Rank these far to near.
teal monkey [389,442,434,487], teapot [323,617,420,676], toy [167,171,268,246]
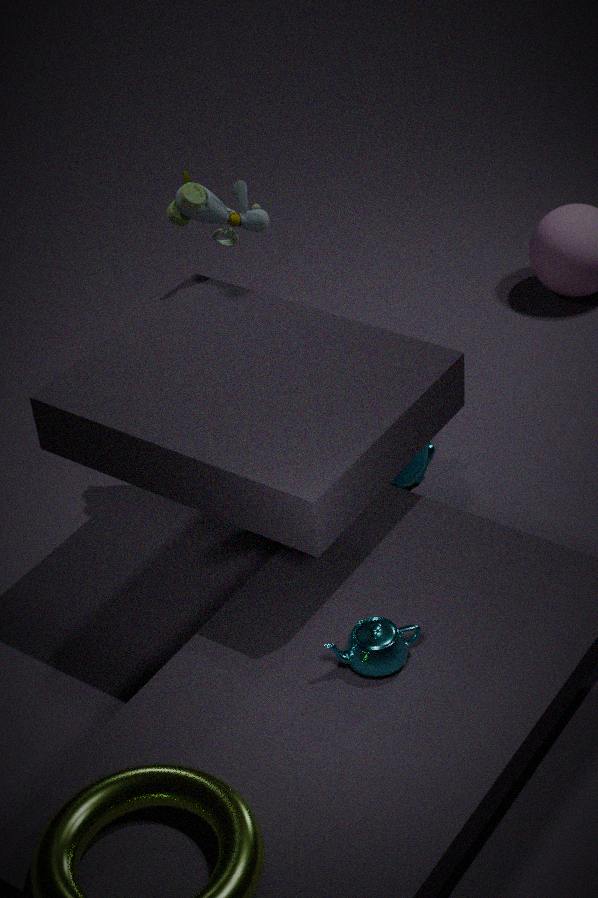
teal monkey [389,442,434,487]
toy [167,171,268,246]
teapot [323,617,420,676]
